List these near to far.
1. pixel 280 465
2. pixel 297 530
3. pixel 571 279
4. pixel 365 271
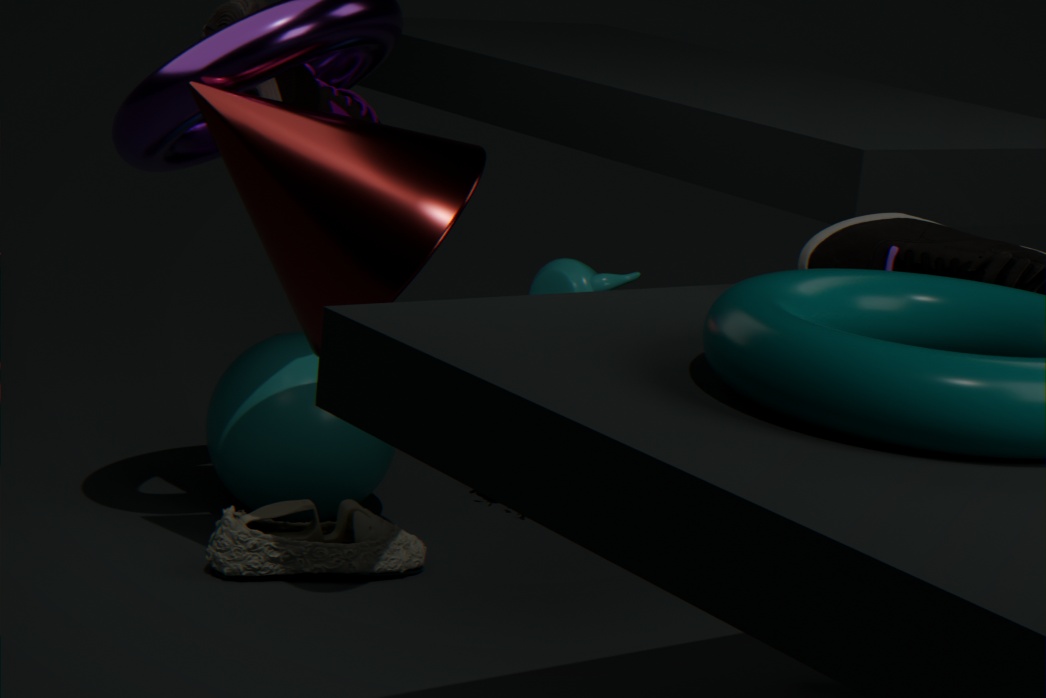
pixel 365 271, pixel 297 530, pixel 280 465, pixel 571 279
